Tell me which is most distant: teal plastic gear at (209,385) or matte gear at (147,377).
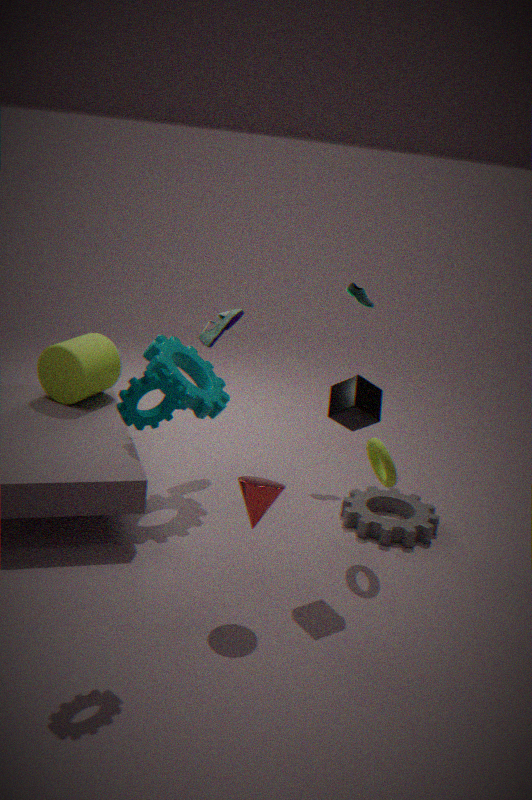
teal plastic gear at (209,385)
